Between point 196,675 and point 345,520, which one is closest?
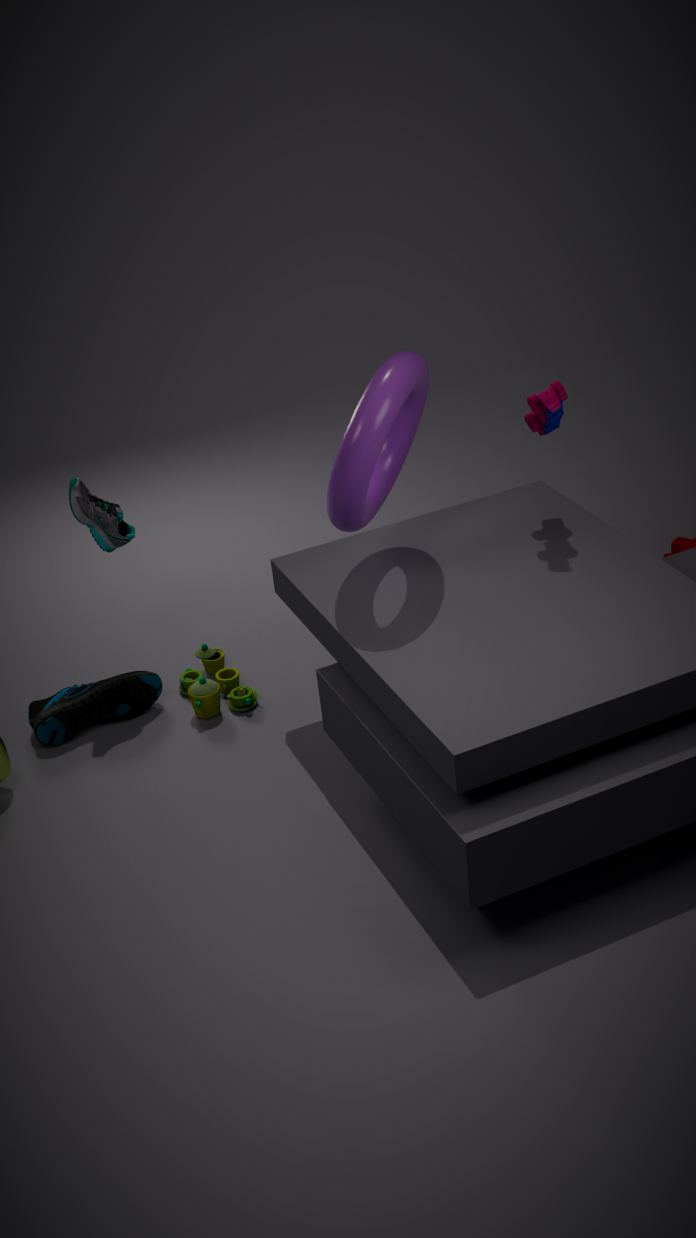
point 345,520
